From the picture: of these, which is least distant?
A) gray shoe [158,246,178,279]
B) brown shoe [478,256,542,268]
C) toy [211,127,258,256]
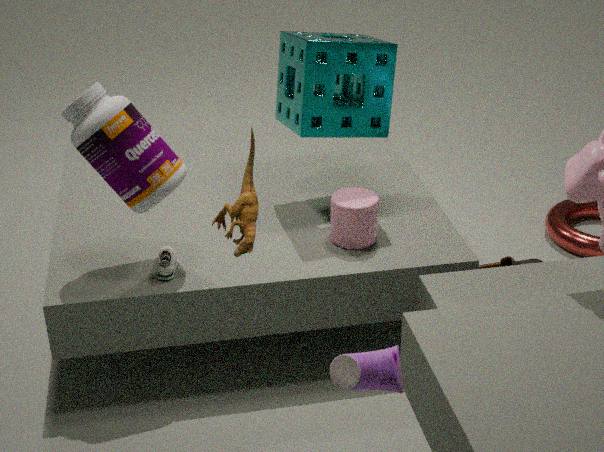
toy [211,127,258,256]
